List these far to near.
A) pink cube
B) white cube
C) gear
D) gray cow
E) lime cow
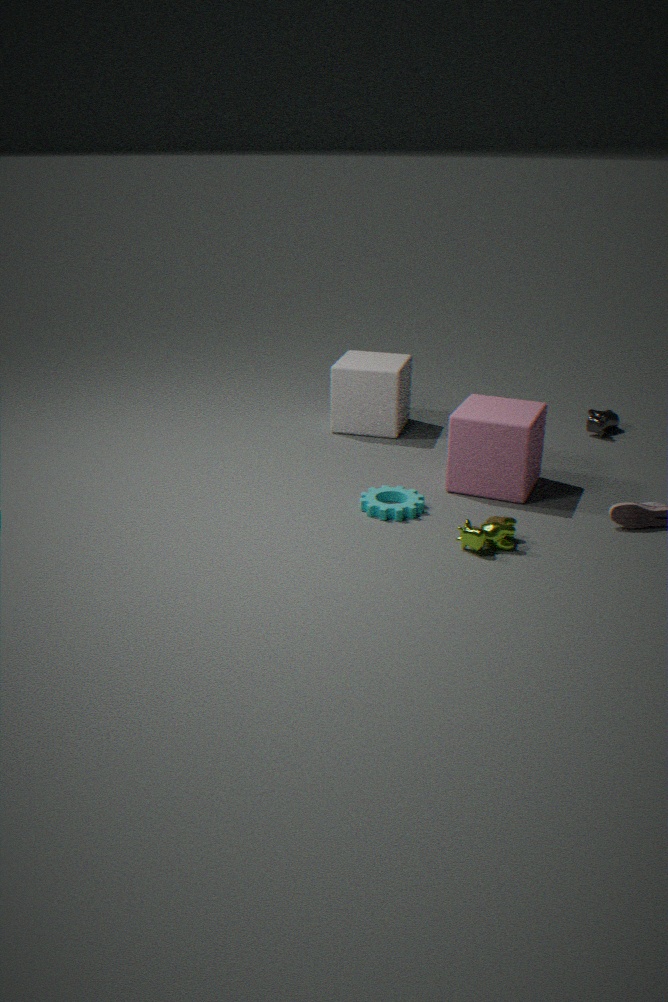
gray cow < white cube < pink cube < gear < lime cow
